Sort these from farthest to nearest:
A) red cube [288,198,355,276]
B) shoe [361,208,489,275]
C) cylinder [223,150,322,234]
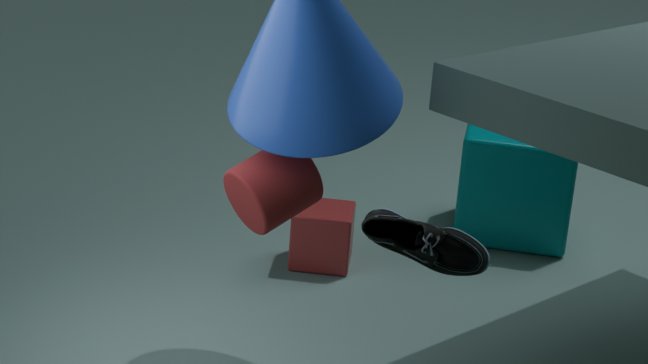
red cube [288,198,355,276], cylinder [223,150,322,234], shoe [361,208,489,275]
